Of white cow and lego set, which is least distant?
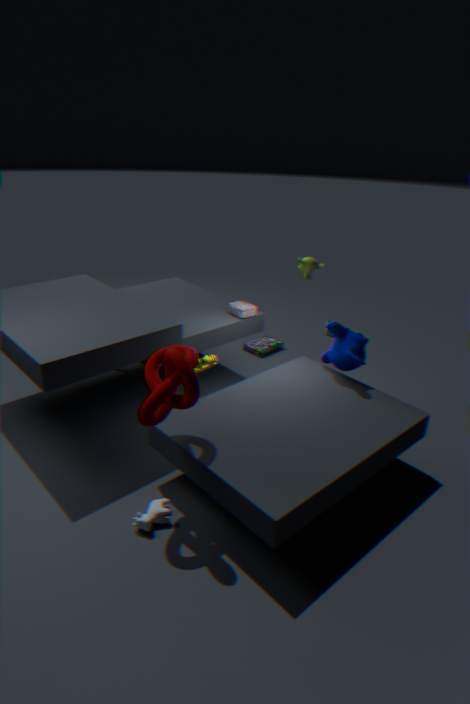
white cow
